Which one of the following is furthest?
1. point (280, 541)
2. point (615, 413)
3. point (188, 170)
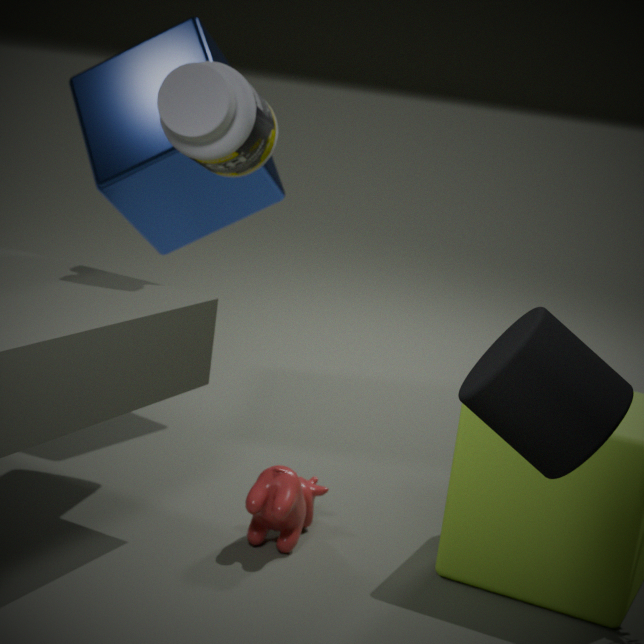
point (188, 170)
